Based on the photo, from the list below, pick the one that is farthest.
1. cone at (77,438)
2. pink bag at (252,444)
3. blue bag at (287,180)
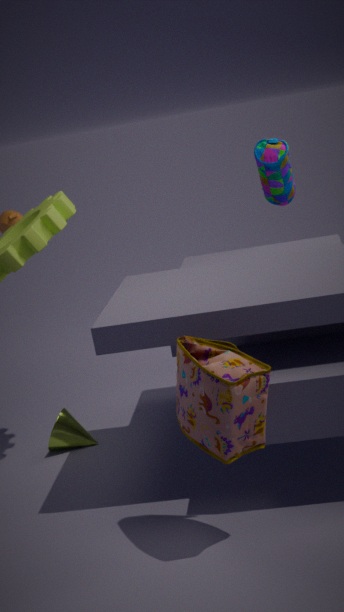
blue bag at (287,180)
